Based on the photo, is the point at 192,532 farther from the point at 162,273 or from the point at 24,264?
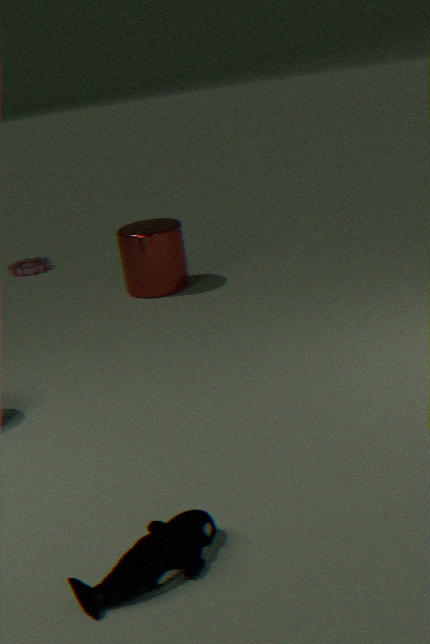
the point at 24,264
